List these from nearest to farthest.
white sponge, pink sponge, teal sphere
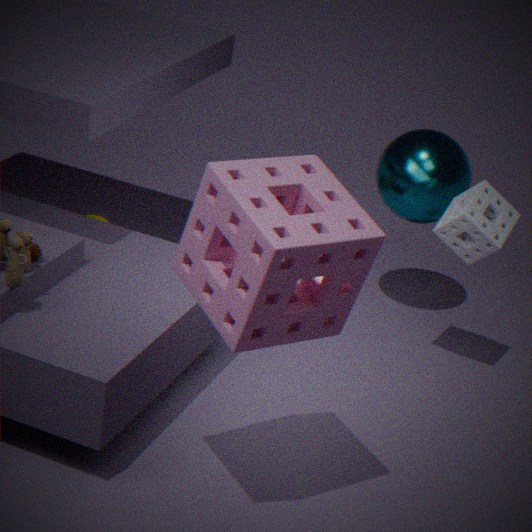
pink sponge
white sponge
teal sphere
